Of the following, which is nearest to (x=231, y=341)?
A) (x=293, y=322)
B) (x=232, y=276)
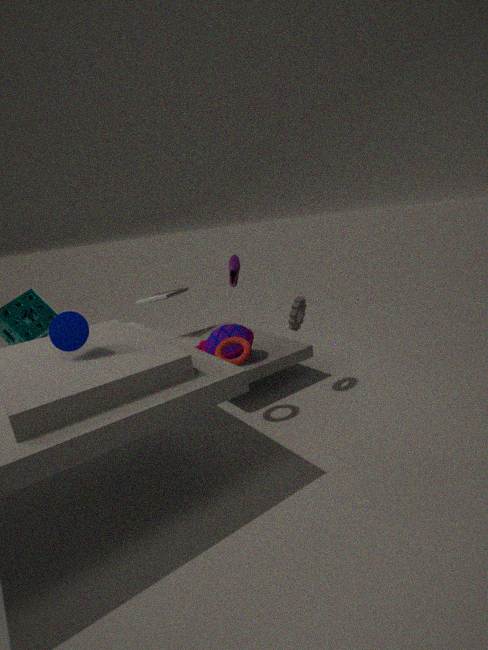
(x=293, y=322)
